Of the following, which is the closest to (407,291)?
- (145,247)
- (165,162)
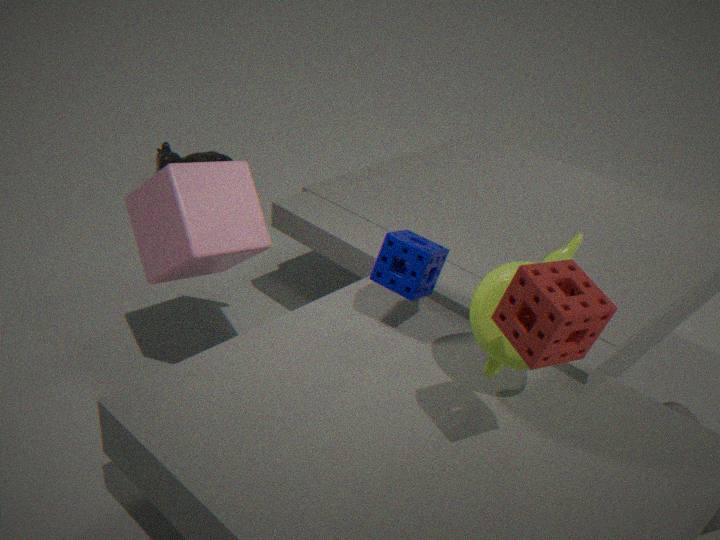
(145,247)
